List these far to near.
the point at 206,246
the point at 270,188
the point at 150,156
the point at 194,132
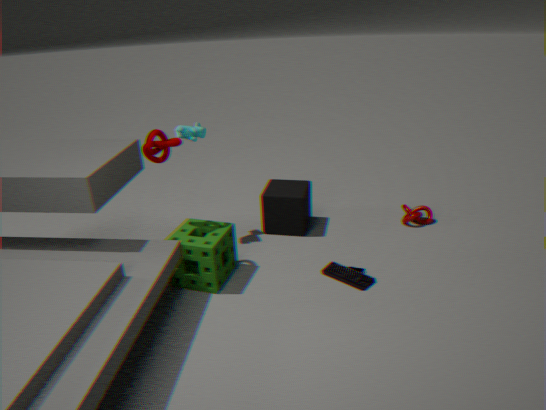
1. the point at 270,188
2. the point at 194,132
3. the point at 150,156
4. the point at 206,246
